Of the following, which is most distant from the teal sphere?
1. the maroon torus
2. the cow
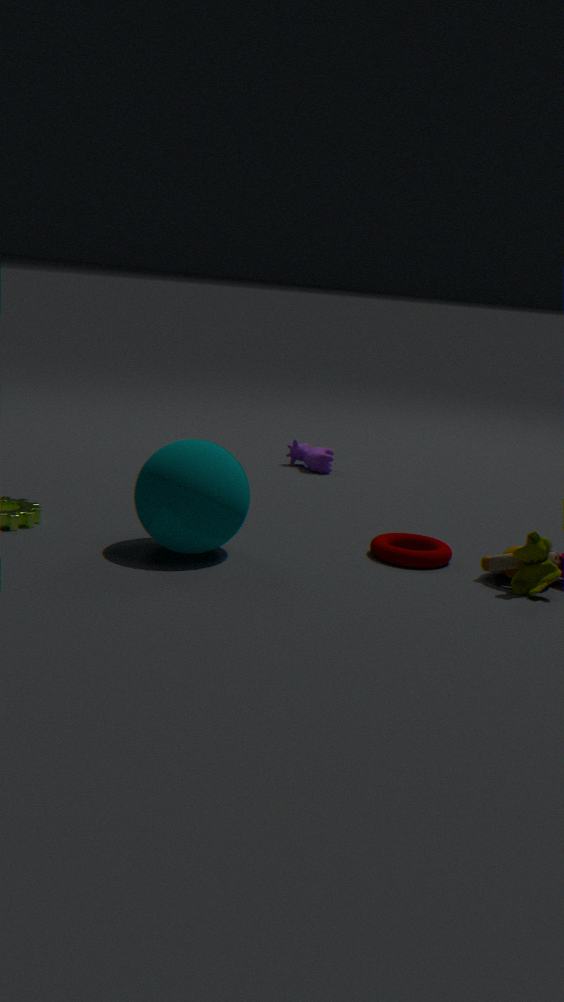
the cow
